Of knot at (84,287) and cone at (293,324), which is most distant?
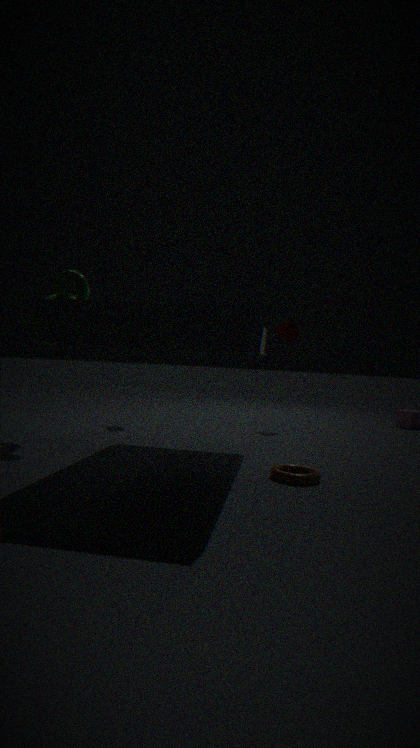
cone at (293,324)
